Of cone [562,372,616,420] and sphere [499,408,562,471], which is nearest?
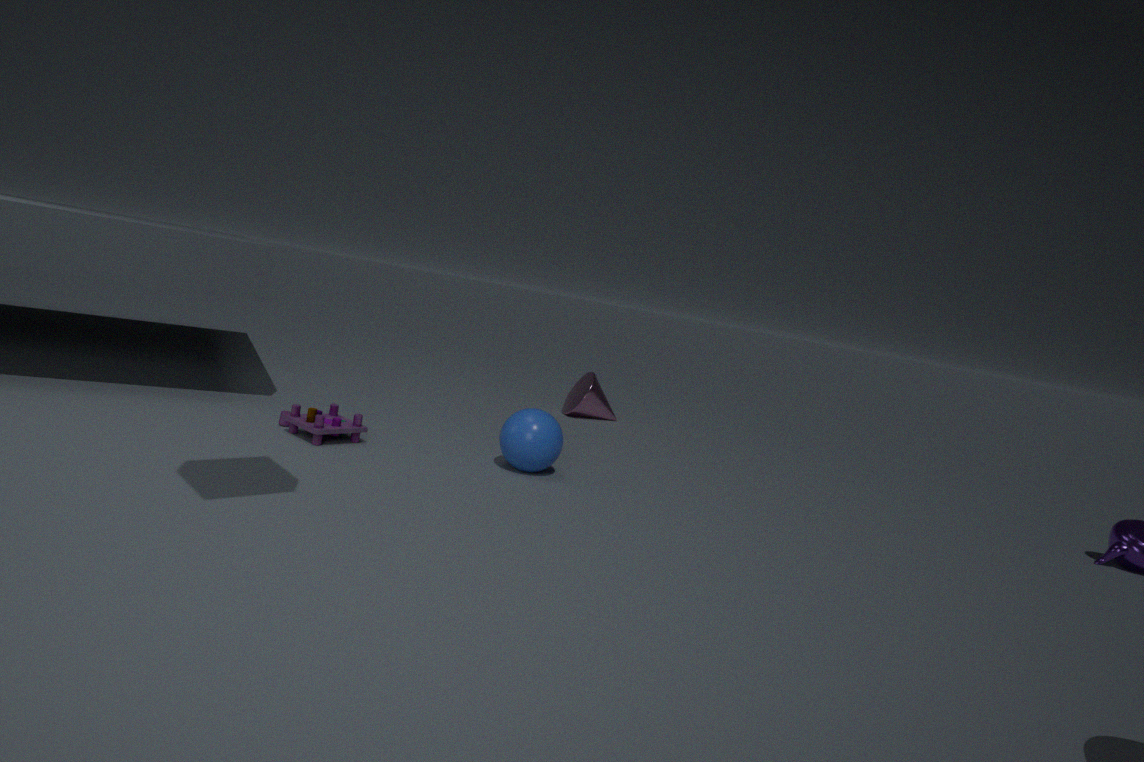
sphere [499,408,562,471]
